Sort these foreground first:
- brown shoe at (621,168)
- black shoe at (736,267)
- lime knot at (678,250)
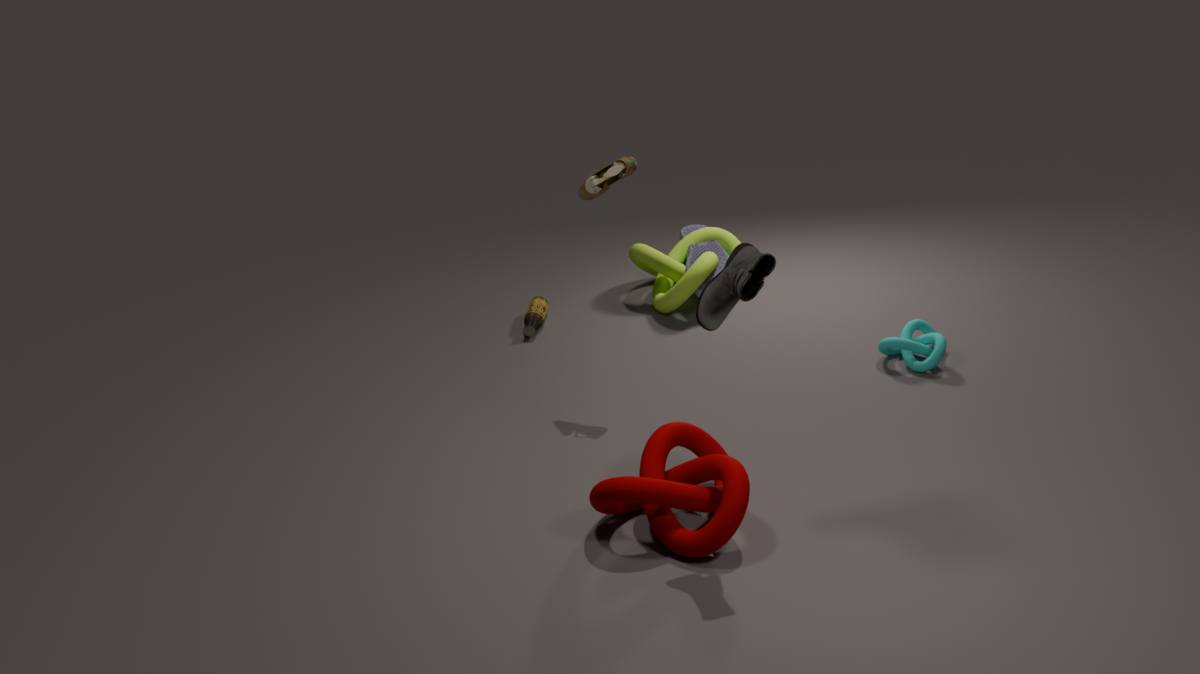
black shoe at (736,267)
brown shoe at (621,168)
lime knot at (678,250)
